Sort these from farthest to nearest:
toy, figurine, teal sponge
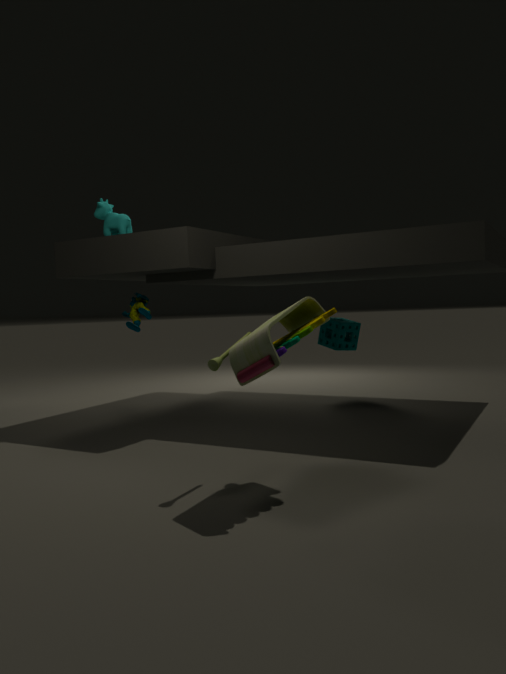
teal sponge, figurine, toy
